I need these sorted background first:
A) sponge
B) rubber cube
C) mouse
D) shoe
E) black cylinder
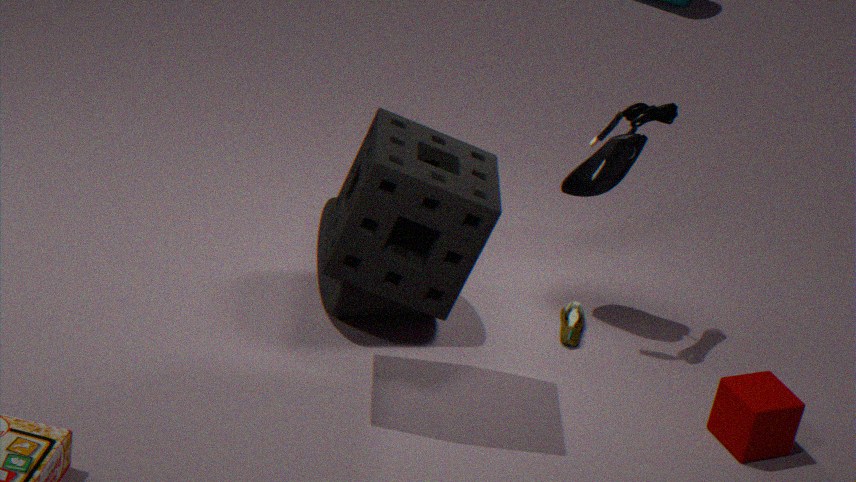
shoe
black cylinder
mouse
rubber cube
sponge
